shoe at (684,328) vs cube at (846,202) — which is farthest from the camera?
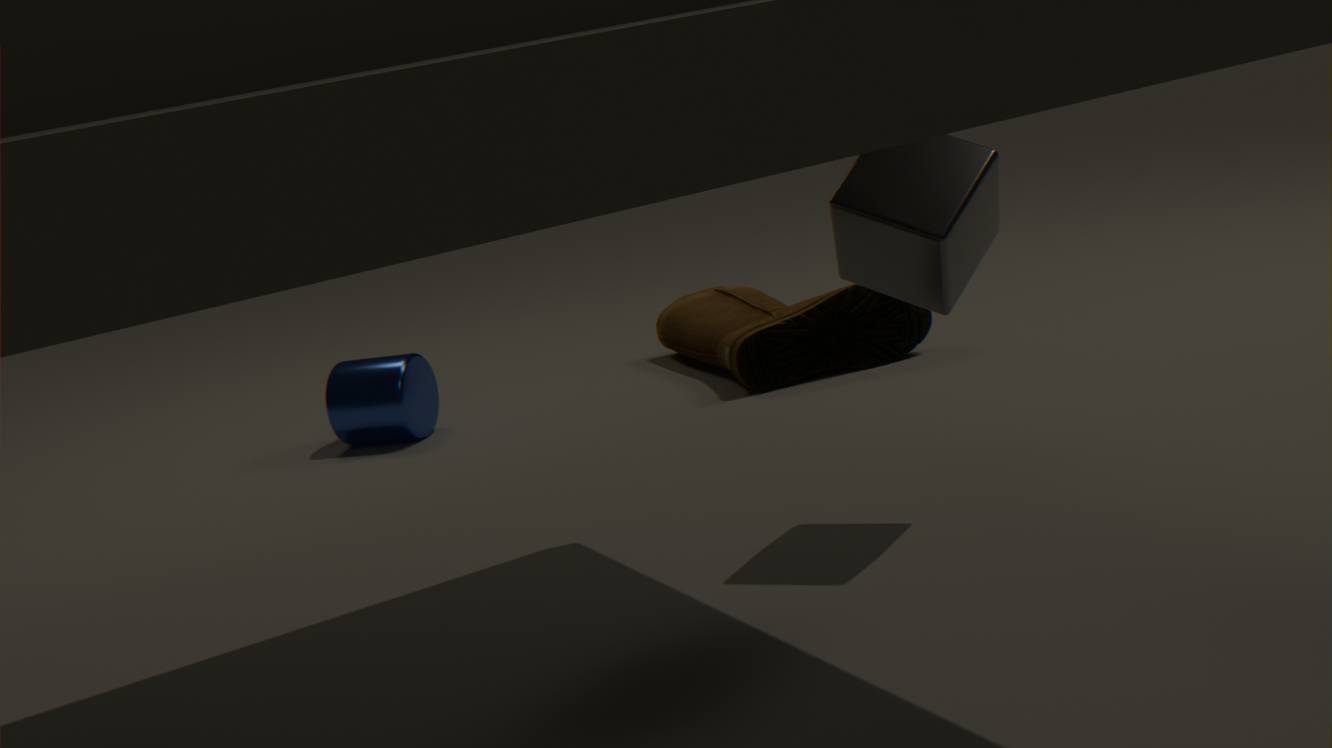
shoe at (684,328)
